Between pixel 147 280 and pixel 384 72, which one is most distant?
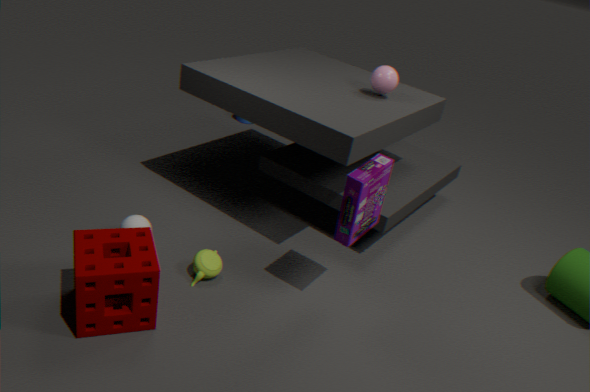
pixel 384 72
